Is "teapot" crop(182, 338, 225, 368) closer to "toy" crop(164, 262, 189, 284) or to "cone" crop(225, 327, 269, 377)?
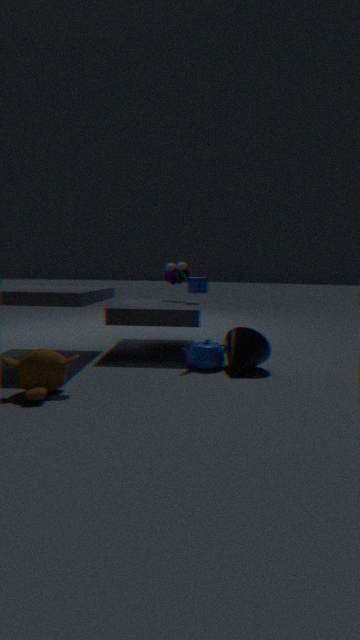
"cone" crop(225, 327, 269, 377)
